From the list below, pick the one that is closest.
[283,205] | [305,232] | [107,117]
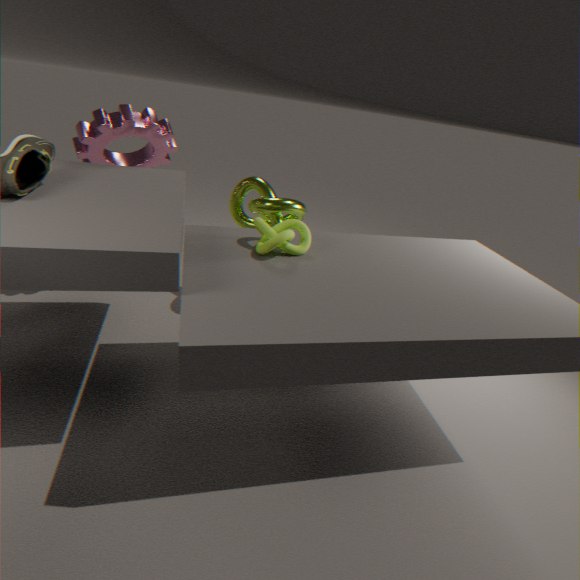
[305,232]
